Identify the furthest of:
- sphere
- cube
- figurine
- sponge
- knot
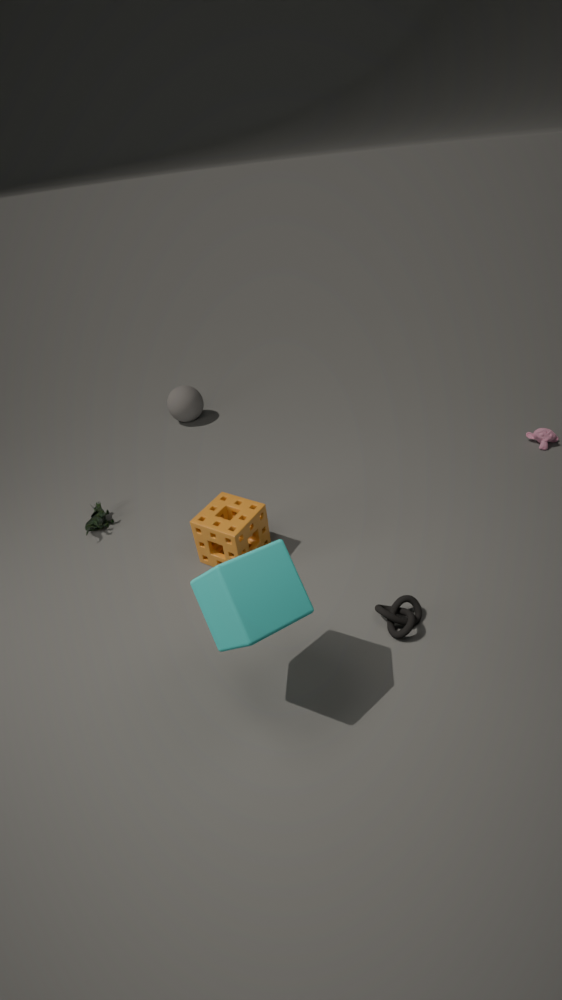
sphere
